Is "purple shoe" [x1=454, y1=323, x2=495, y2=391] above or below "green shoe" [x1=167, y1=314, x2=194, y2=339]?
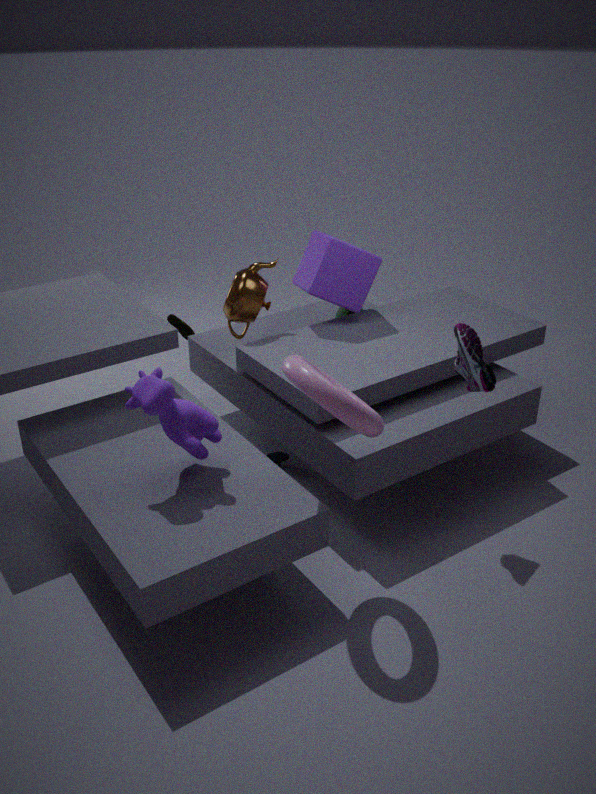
above
